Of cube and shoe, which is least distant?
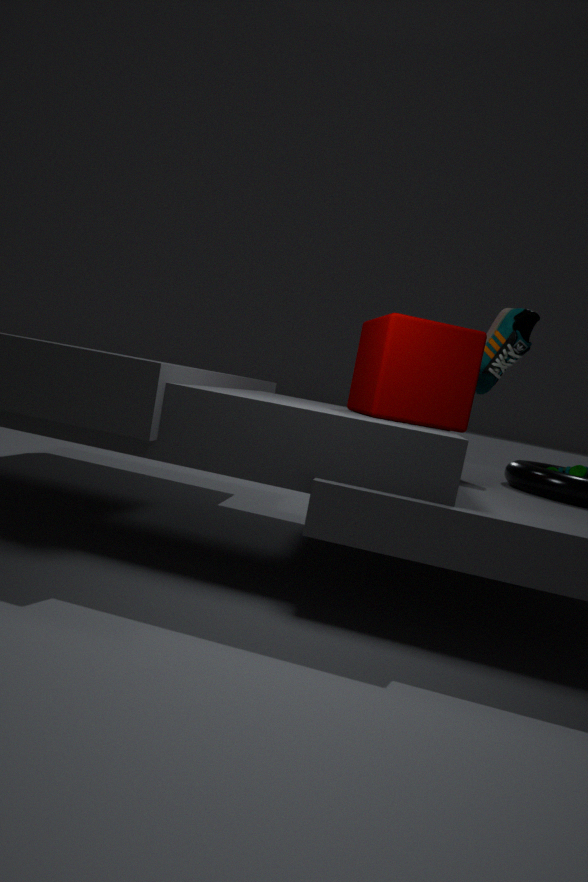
cube
